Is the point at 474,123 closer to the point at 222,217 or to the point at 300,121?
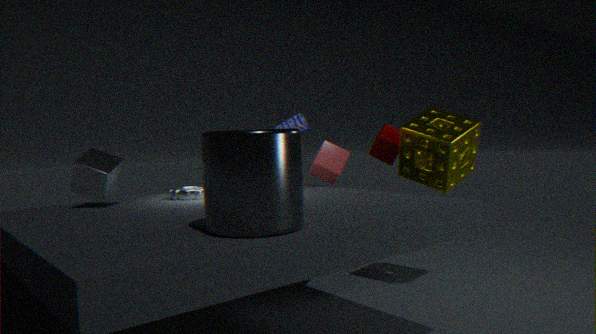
the point at 300,121
